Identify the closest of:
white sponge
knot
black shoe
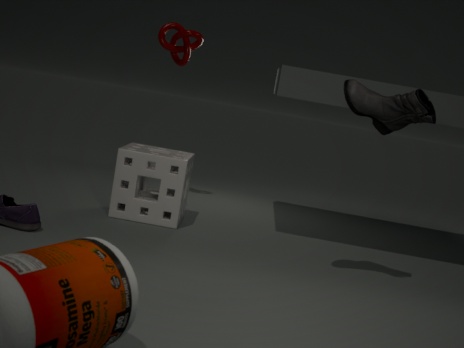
black shoe
